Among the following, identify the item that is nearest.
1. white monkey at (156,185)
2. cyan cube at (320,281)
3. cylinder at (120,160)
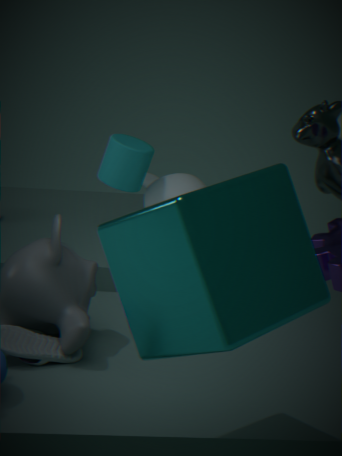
cyan cube at (320,281)
